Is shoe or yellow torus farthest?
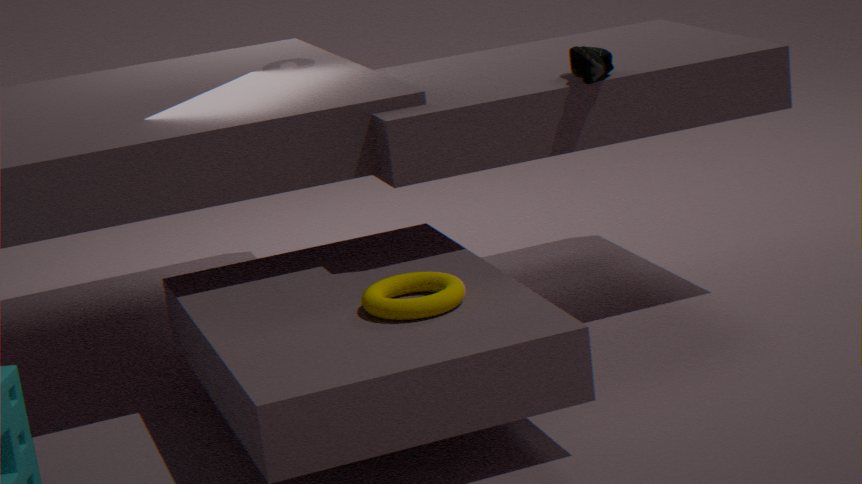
shoe
